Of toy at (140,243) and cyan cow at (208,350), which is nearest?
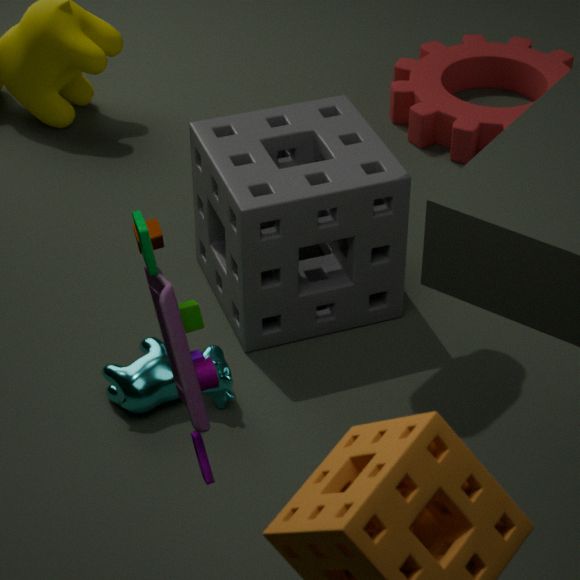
toy at (140,243)
